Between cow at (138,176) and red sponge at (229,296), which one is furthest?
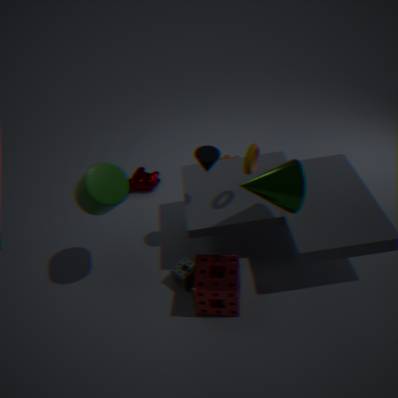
cow at (138,176)
